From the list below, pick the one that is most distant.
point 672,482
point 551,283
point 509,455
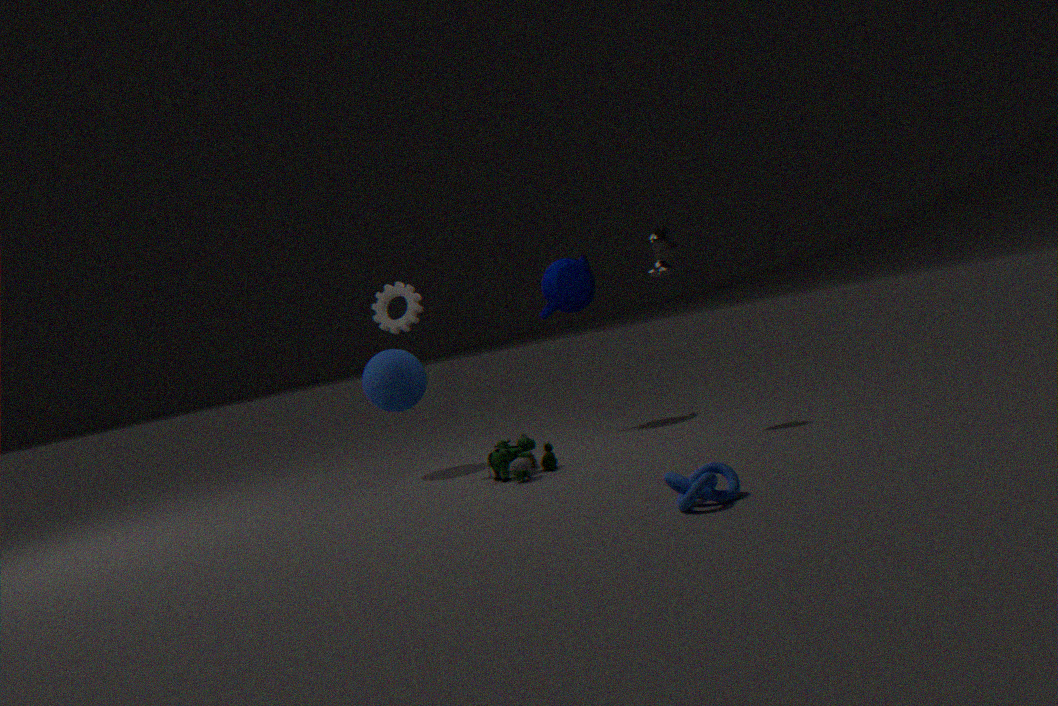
point 551,283
